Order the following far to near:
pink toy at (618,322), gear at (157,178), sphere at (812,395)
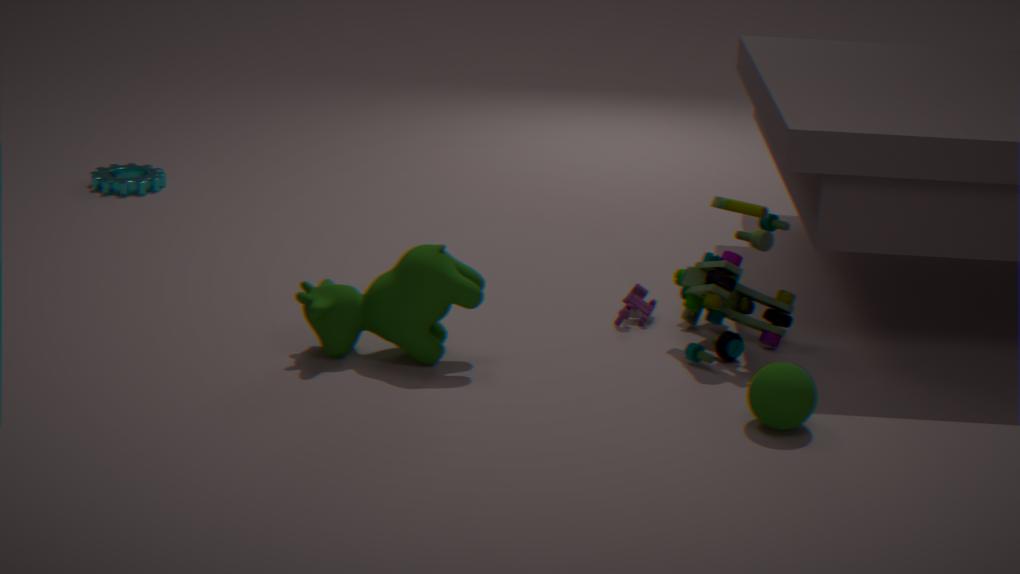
gear at (157,178), pink toy at (618,322), sphere at (812,395)
